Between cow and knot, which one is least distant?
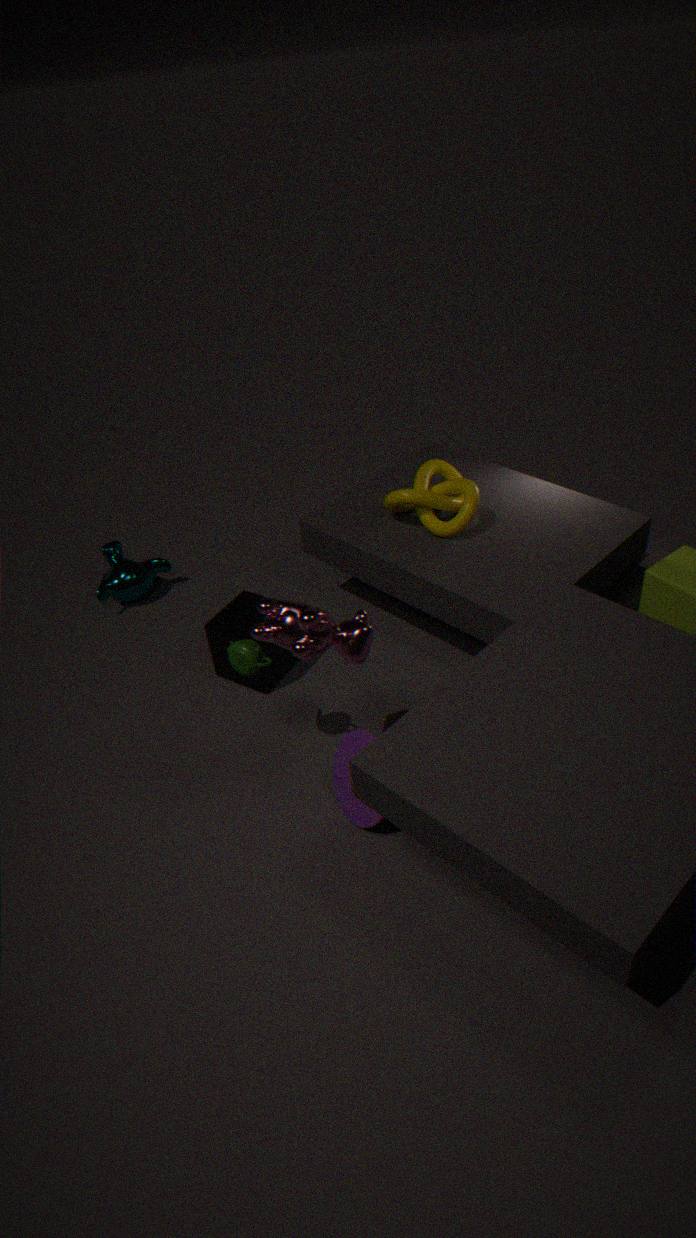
cow
